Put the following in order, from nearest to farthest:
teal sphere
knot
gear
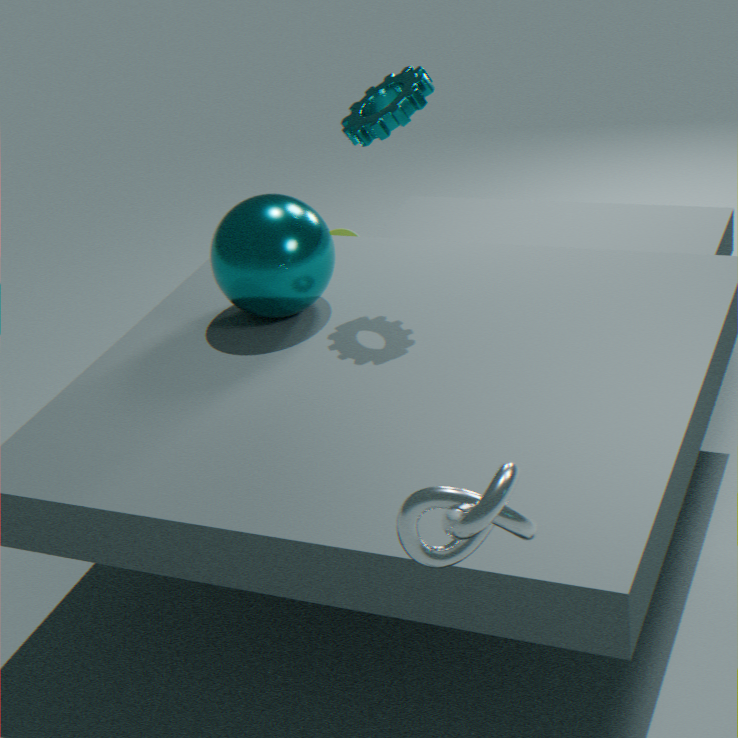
knot
gear
teal sphere
